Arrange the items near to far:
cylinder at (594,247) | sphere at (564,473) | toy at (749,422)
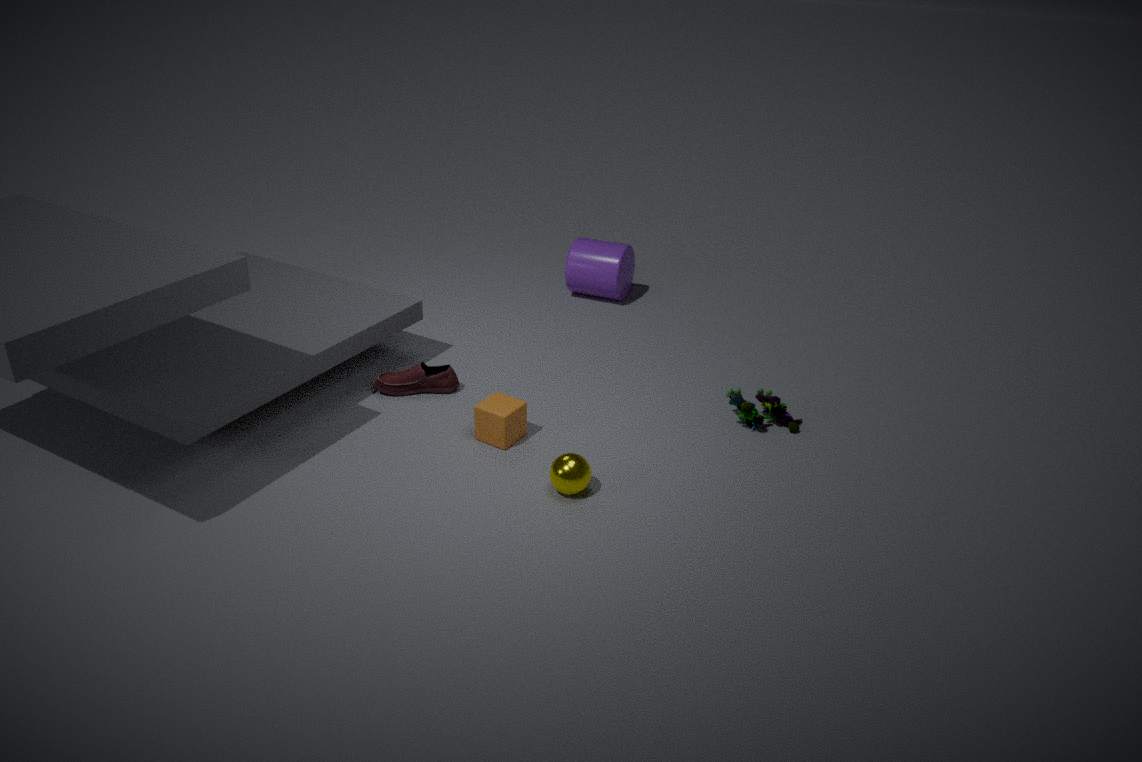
sphere at (564,473), toy at (749,422), cylinder at (594,247)
